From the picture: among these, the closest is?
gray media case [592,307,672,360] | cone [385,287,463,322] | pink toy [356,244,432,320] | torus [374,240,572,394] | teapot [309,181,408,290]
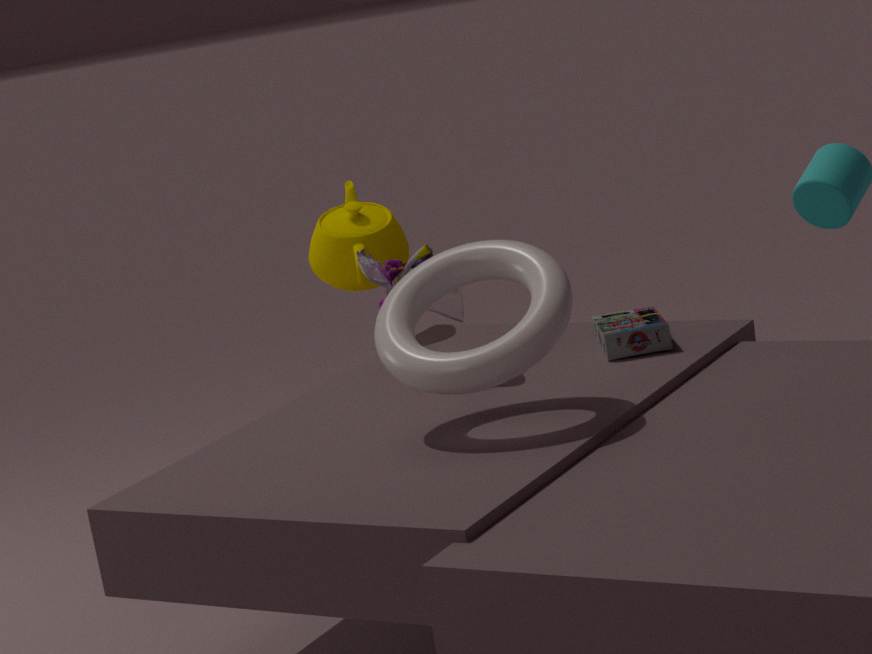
torus [374,240,572,394]
